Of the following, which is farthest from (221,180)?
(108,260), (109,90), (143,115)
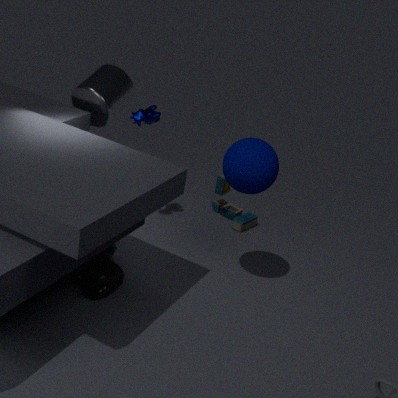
(108,260)
